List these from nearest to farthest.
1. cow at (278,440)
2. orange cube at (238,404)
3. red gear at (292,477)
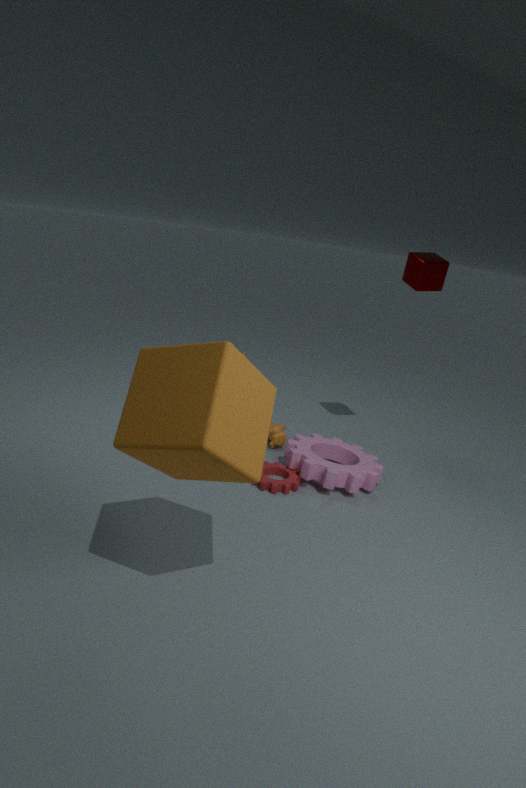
orange cube at (238,404)
red gear at (292,477)
cow at (278,440)
